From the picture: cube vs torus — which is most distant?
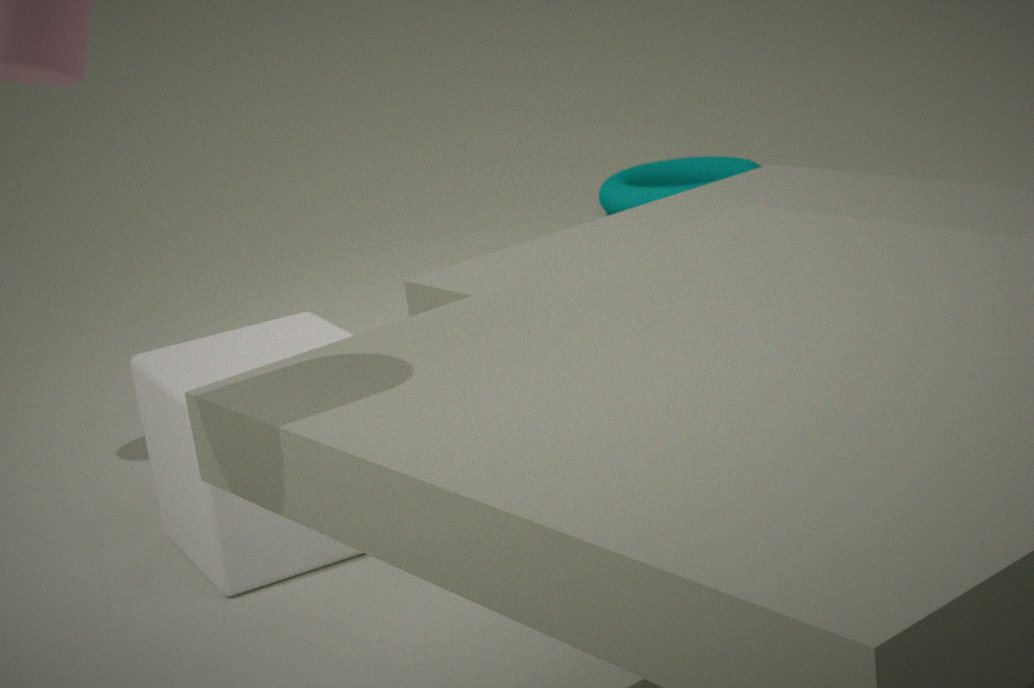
torus
